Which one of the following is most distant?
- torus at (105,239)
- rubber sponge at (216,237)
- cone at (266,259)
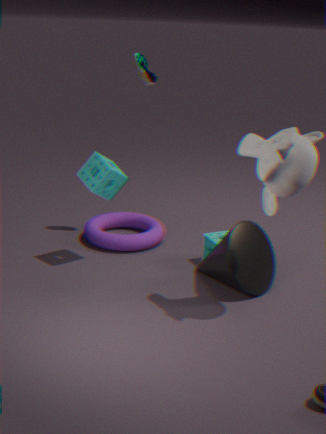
torus at (105,239)
